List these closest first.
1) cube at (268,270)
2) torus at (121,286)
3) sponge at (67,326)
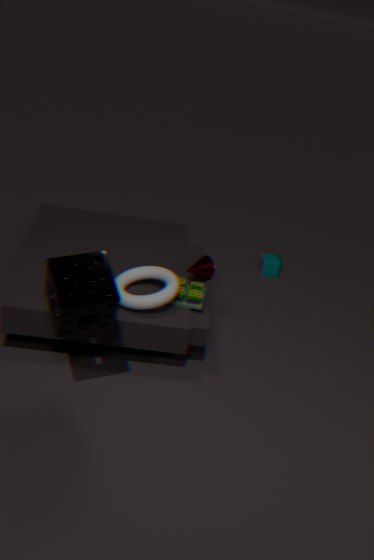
3. sponge at (67,326) → 2. torus at (121,286) → 1. cube at (268,270)
